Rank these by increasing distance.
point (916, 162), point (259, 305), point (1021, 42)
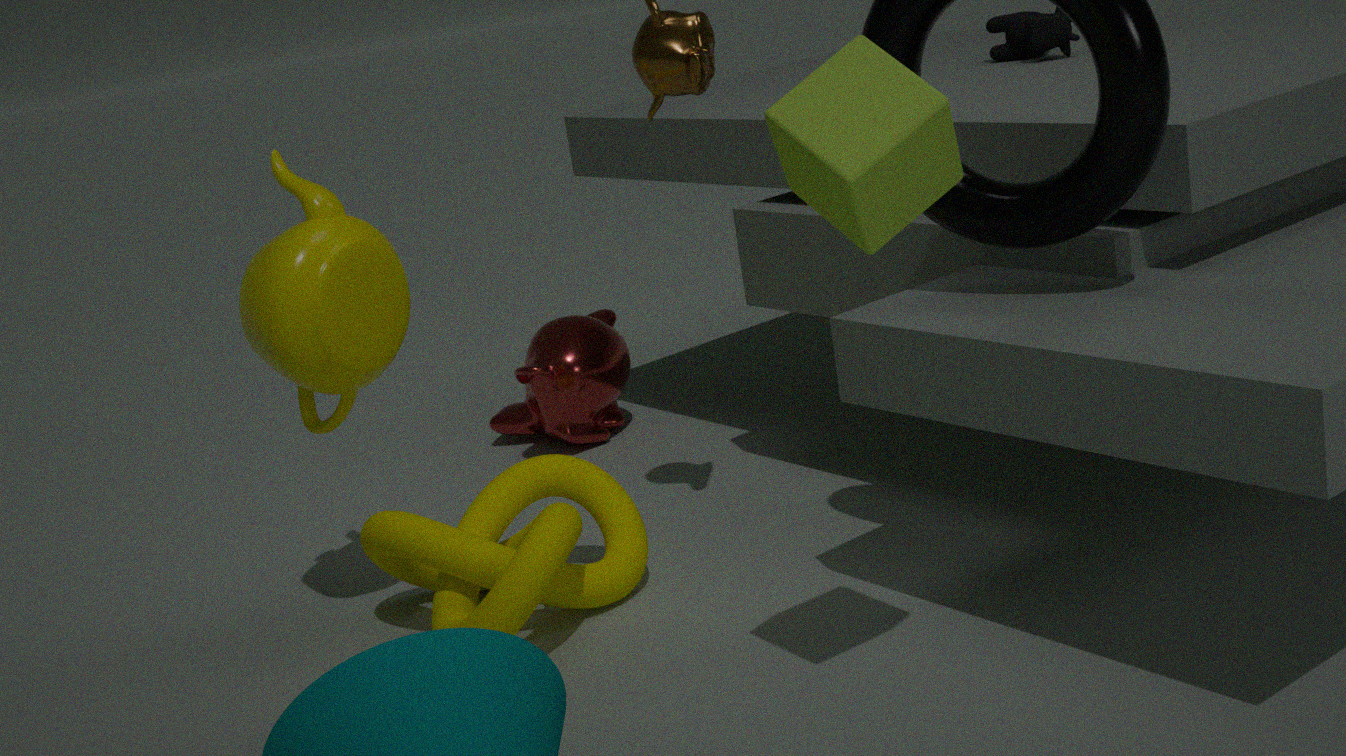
point (916, 162), point (259, 305), point (1021, 42)
